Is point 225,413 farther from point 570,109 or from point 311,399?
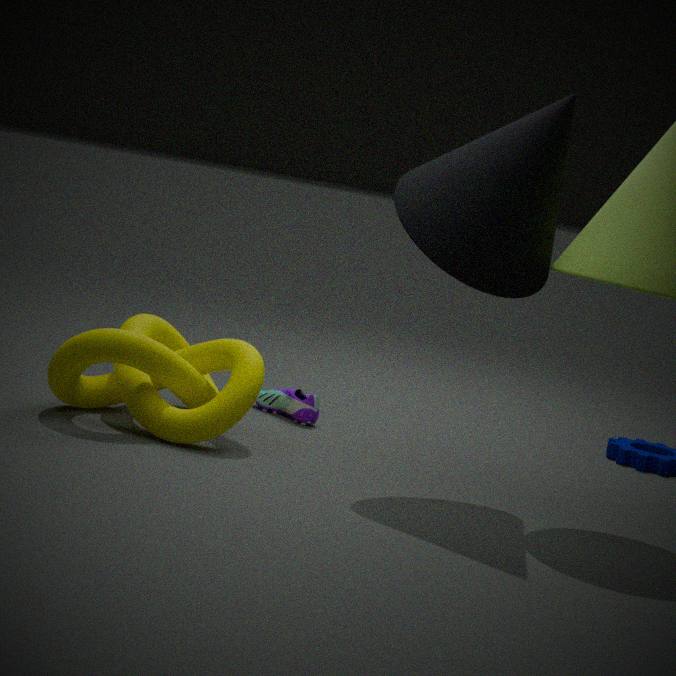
point 570,109
